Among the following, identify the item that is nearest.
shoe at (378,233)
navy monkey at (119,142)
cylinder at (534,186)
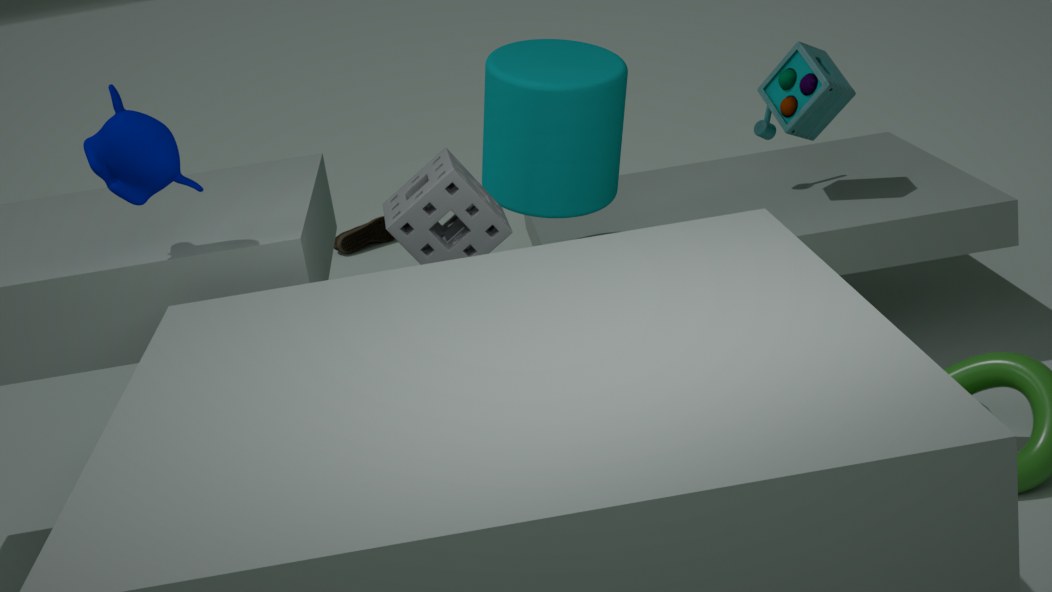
navy monkey at (119,142)
